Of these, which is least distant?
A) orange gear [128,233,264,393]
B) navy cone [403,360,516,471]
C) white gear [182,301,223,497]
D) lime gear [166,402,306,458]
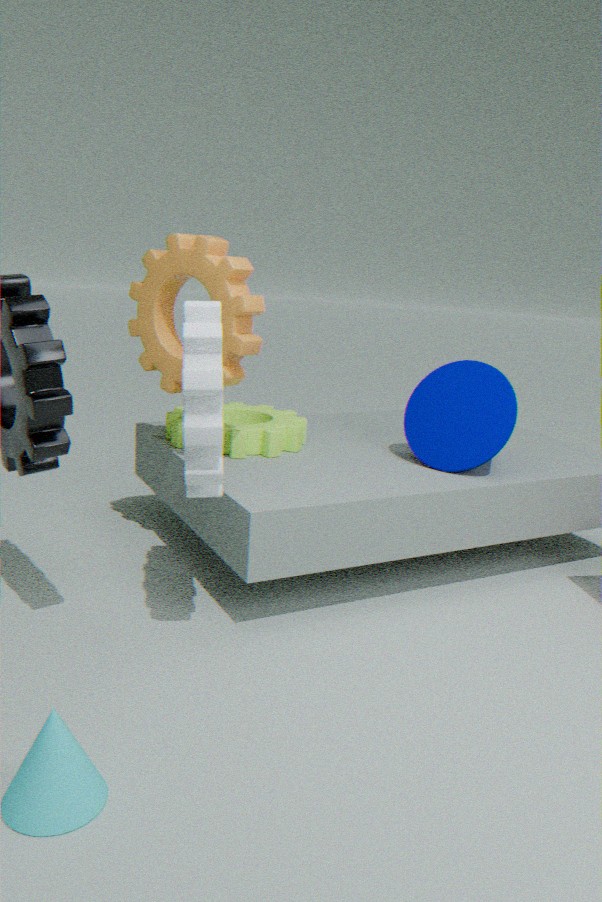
white gear [182,301,223,497]
